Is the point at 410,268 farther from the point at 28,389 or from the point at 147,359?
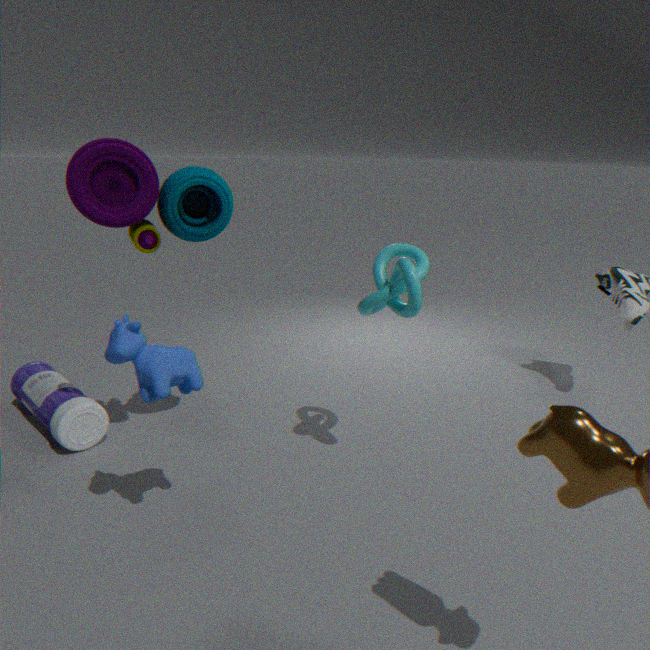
the point at 28,389
